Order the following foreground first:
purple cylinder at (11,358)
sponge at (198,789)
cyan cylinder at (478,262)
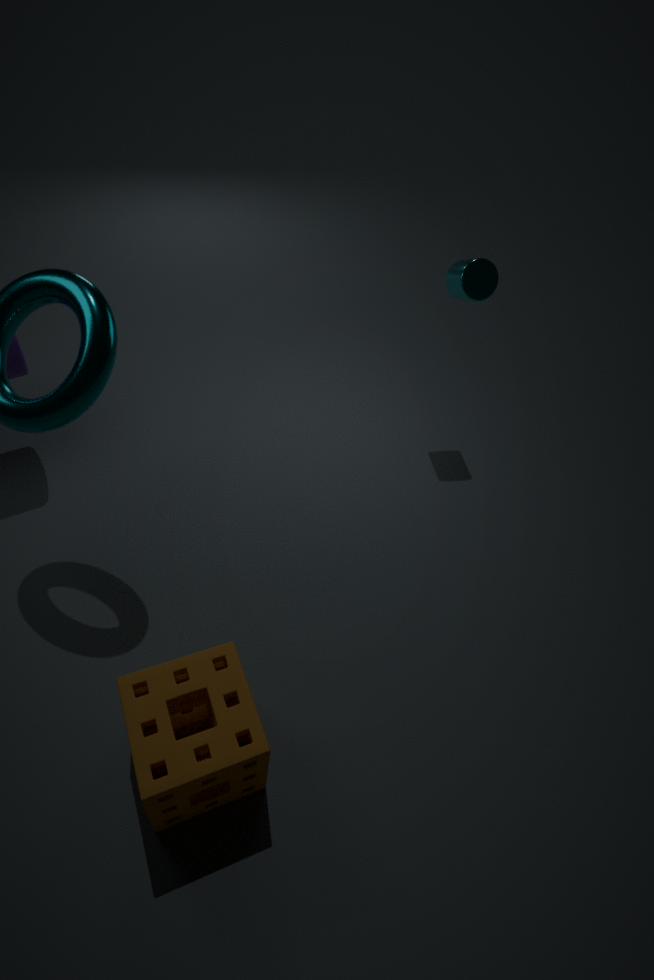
sponge at (198,789) < purple cylinder at (11,358) < cyan cylinder at (478,262)
